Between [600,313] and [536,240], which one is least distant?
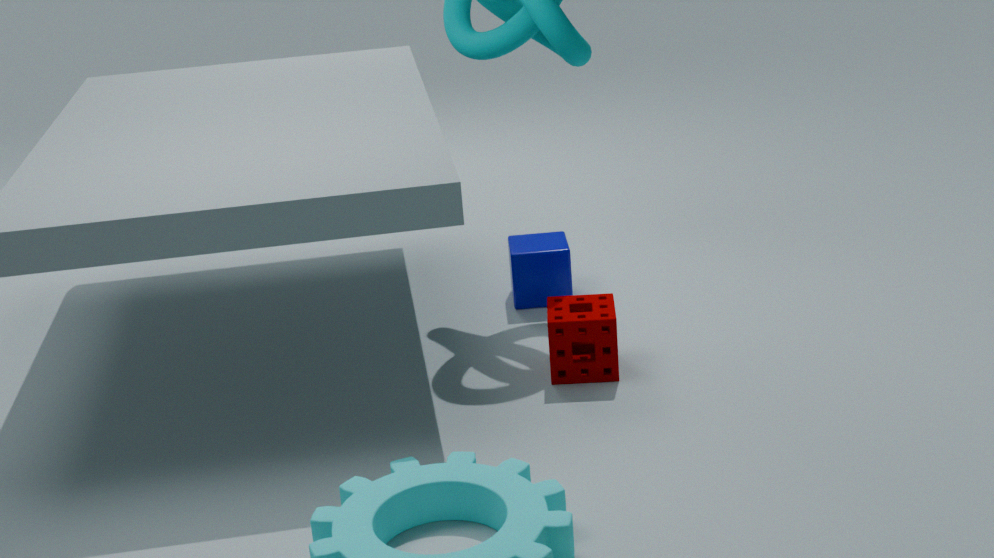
[600,313]
